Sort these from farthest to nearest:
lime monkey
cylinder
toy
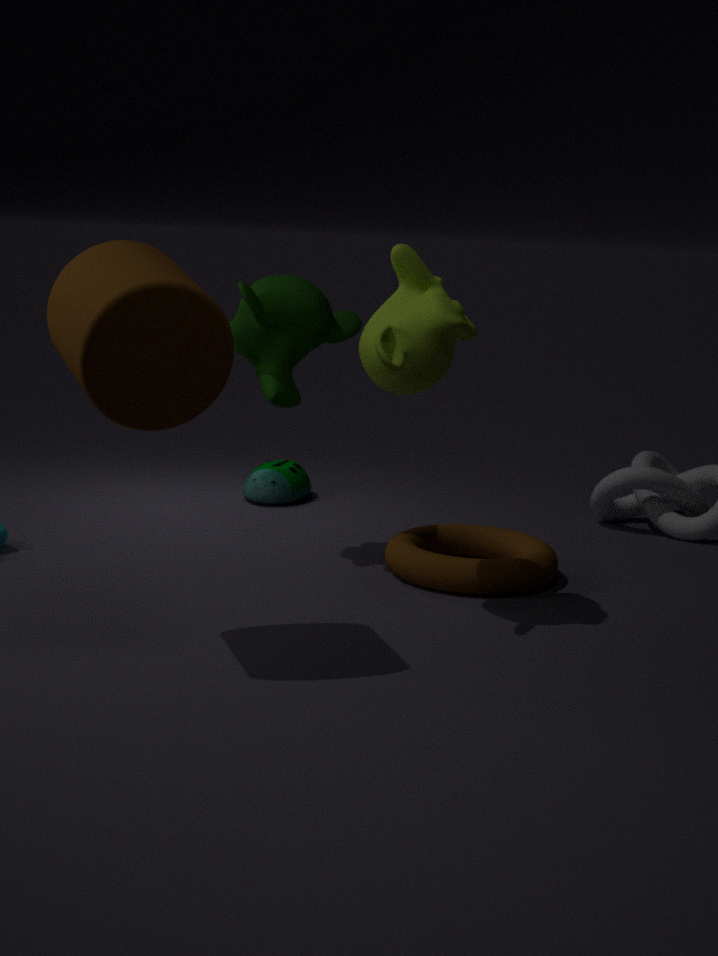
toy
lime monkey
cylinder
